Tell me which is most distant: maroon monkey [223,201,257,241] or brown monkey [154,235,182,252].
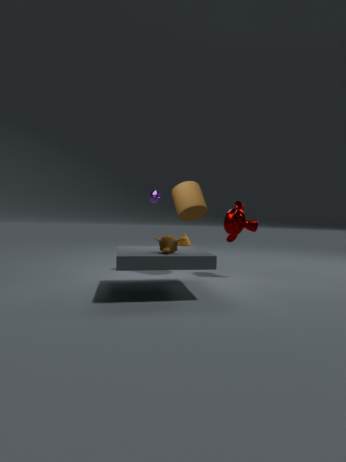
maroon monkey [223,201,257,241]
